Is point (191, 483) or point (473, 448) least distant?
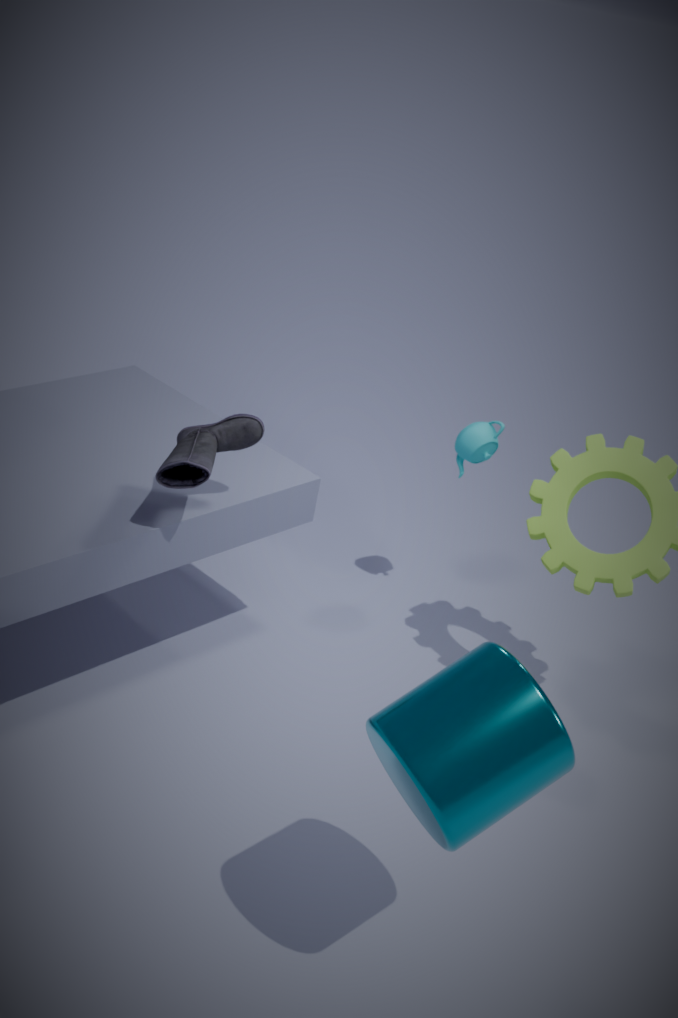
point (191, 483)
